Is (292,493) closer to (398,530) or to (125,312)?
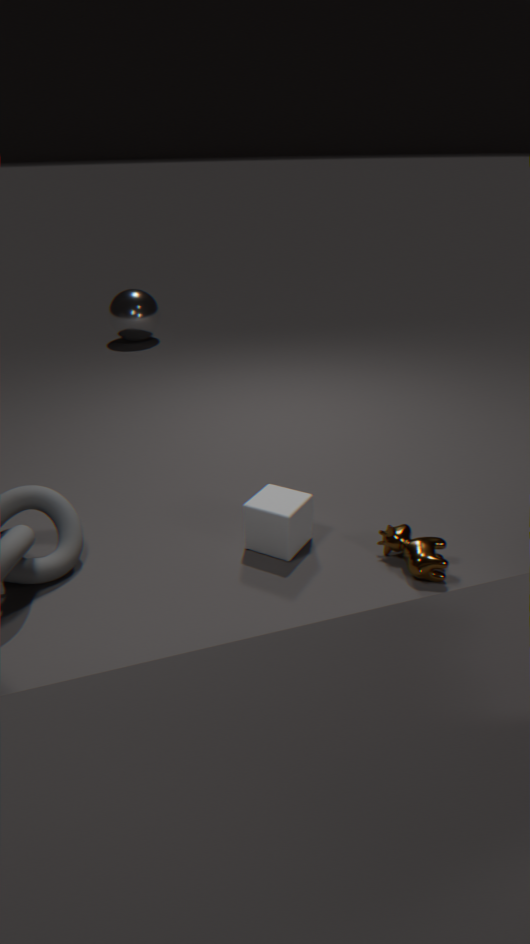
(398,530)
